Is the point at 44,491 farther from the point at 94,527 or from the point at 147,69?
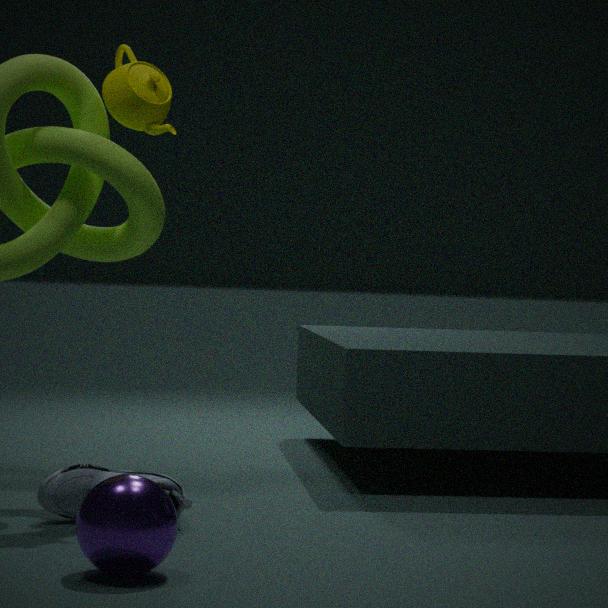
the point at 147,69
